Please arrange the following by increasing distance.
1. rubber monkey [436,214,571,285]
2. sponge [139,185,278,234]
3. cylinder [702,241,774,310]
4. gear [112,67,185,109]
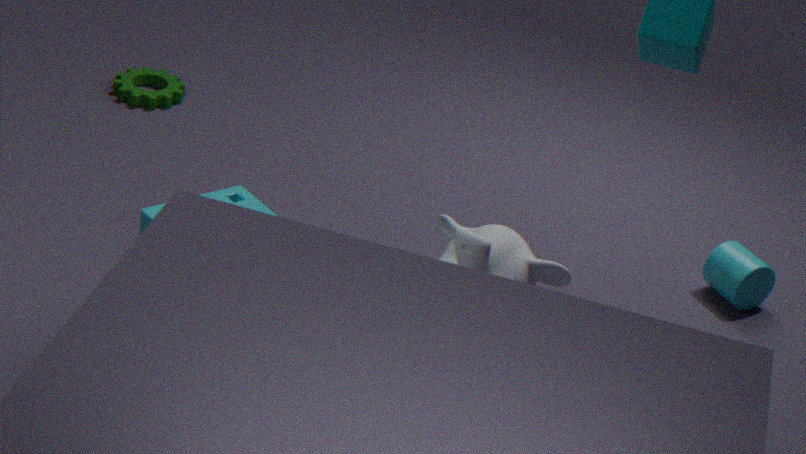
sponge [139,185,278,234], rubber monkey [436,214,571,285], cylinder [702,241,774,310], gear [112,67,185,109]
